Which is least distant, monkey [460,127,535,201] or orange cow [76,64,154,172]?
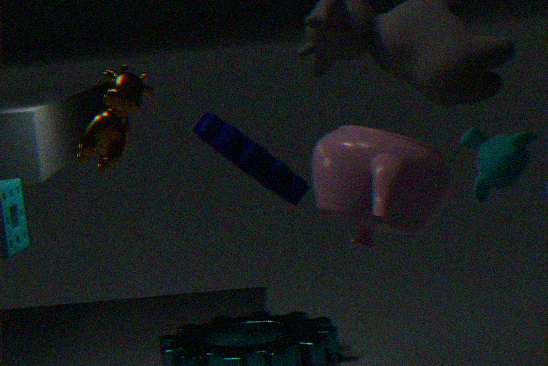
orange cow [76,64,154,172]
